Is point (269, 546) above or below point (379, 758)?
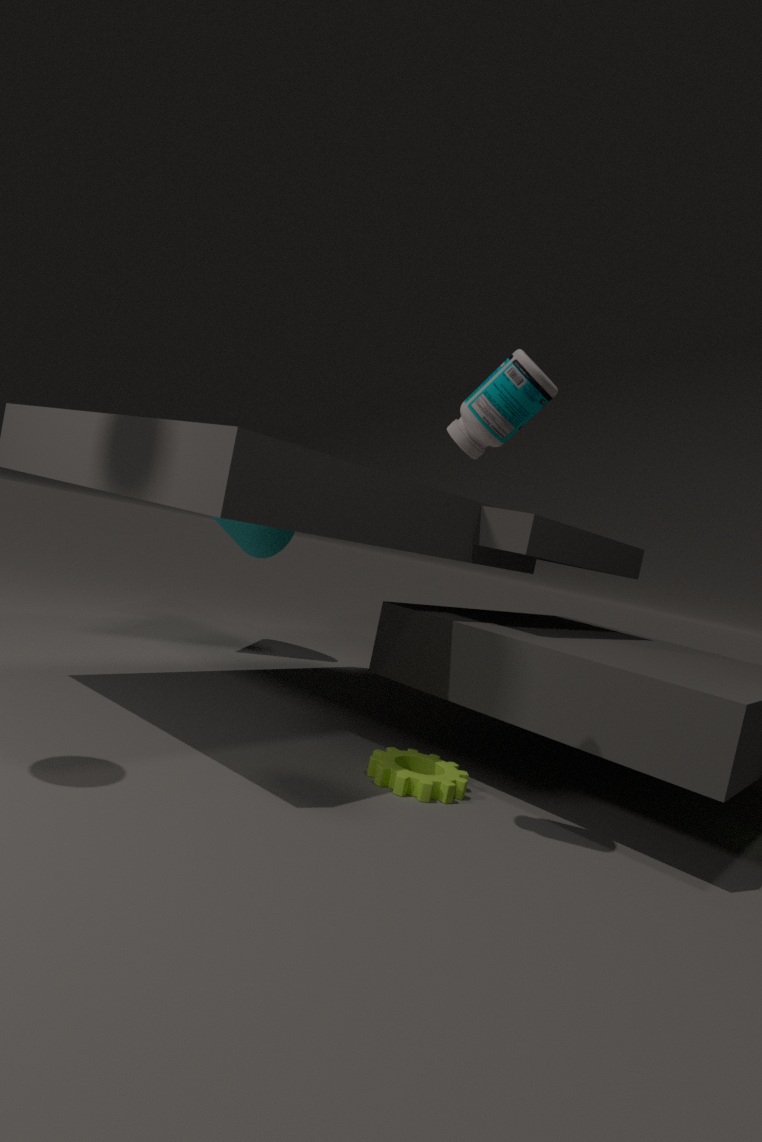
above
